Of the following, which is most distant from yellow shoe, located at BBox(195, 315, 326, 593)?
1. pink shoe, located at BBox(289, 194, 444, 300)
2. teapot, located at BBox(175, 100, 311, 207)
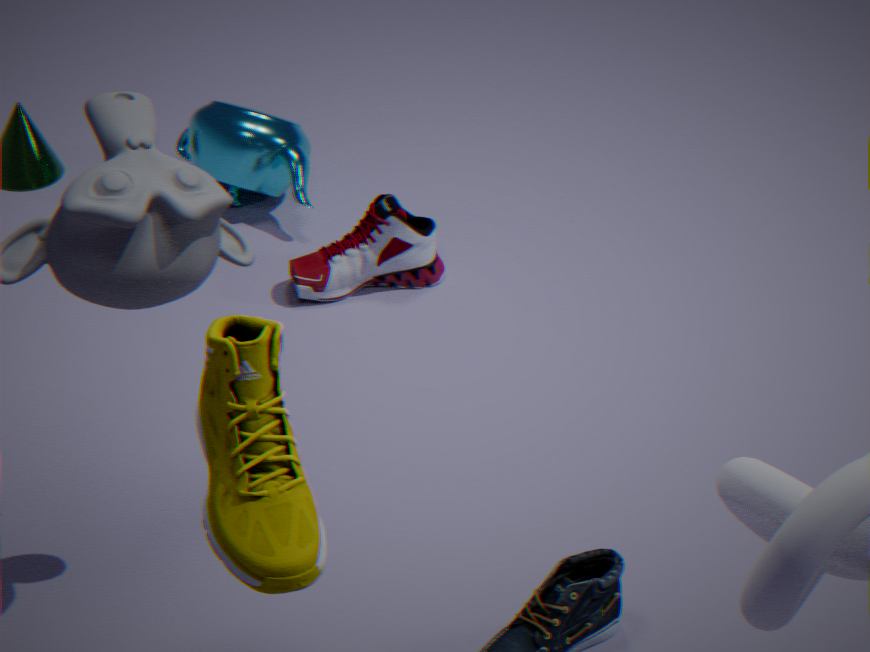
teapot, located at BBox(175, 100, 311, 207)
